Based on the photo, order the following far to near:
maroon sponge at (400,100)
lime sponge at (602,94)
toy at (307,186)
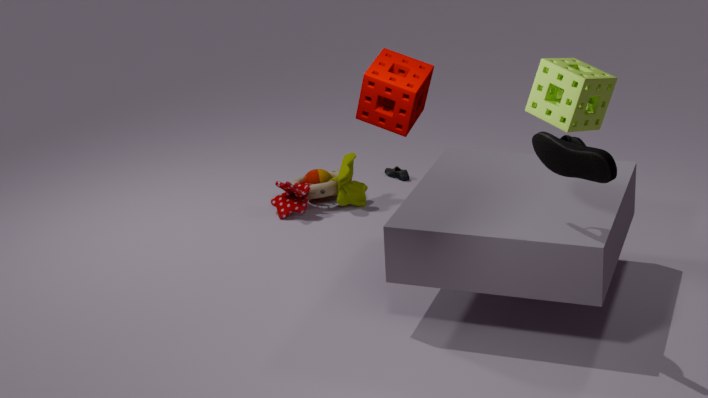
toy at (307,186), maroon sponge at (400,100), lime sponge at (602,94)
